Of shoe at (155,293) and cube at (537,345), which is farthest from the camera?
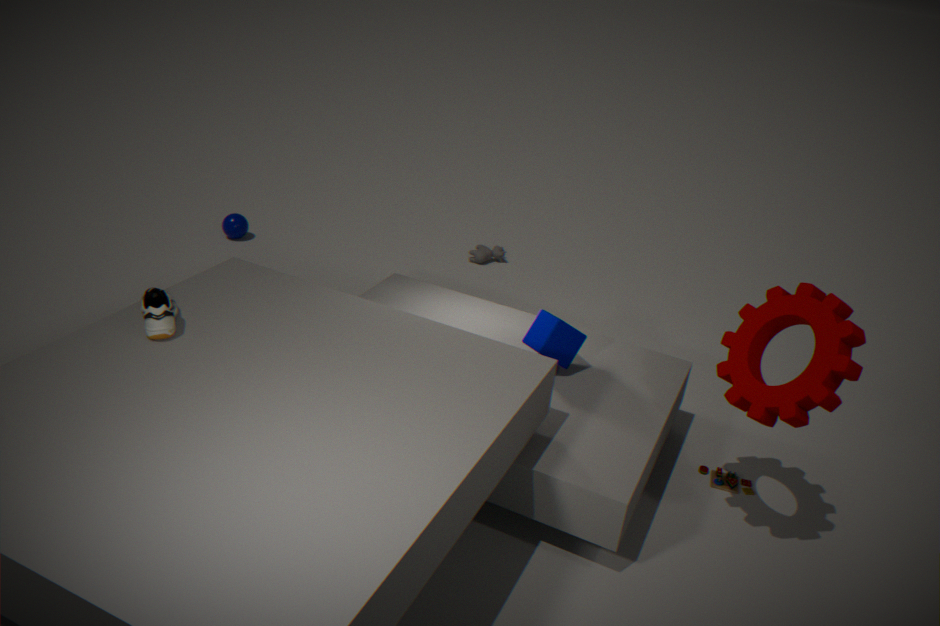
cube at (537,345)
